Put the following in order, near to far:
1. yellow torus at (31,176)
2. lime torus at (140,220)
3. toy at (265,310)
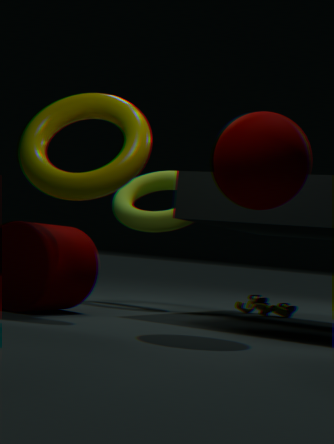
1. yellow torus at (31,176)
2. lime torus at (140,220)
3. toy at (265,310)
